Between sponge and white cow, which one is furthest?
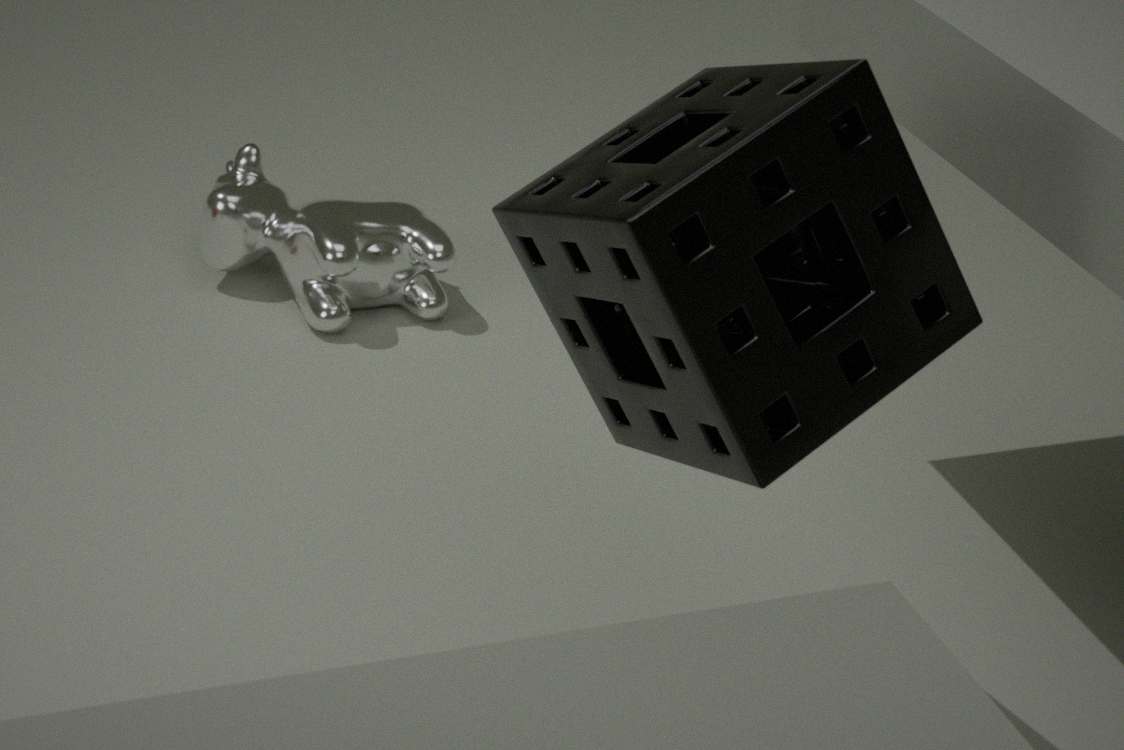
white cow
